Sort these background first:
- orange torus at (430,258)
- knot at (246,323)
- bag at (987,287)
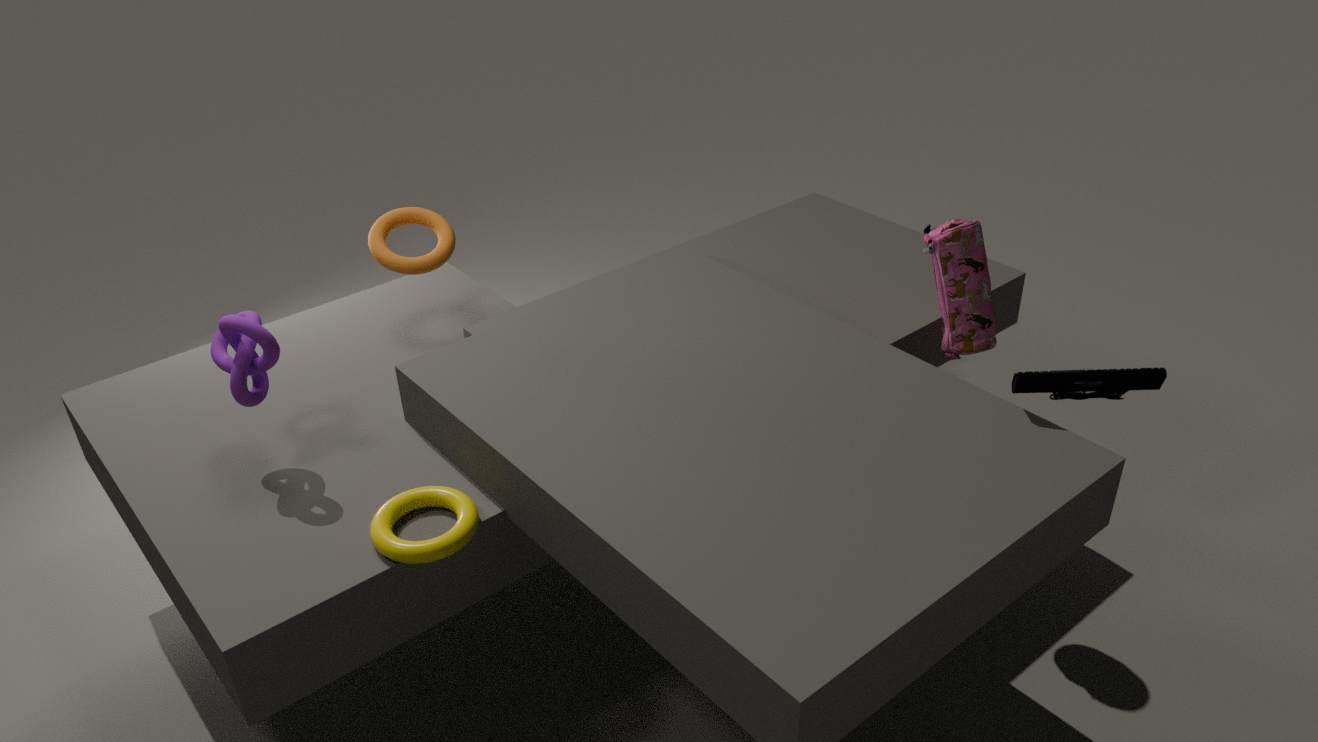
orange torus at (430,258) < bag at (987,287) < knot at (246,323)
